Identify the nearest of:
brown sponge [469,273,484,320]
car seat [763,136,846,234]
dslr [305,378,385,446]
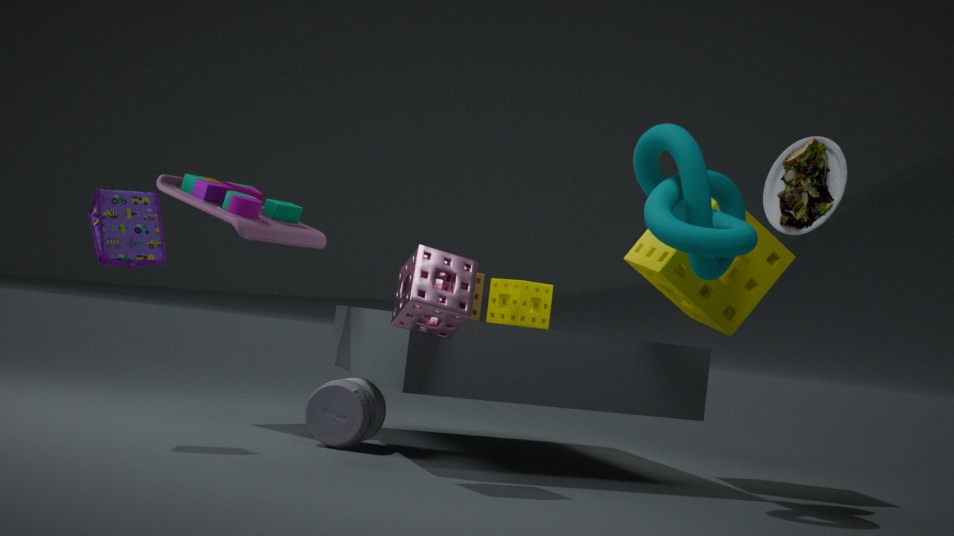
car seat [763,136,846,234]
